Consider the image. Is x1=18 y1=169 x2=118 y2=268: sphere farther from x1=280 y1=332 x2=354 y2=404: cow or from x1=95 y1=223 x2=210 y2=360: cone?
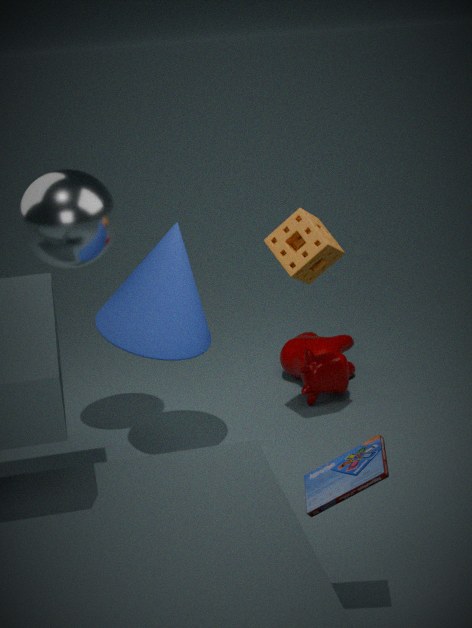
x1=280 y1=332 x2=354 y2=404: cow
